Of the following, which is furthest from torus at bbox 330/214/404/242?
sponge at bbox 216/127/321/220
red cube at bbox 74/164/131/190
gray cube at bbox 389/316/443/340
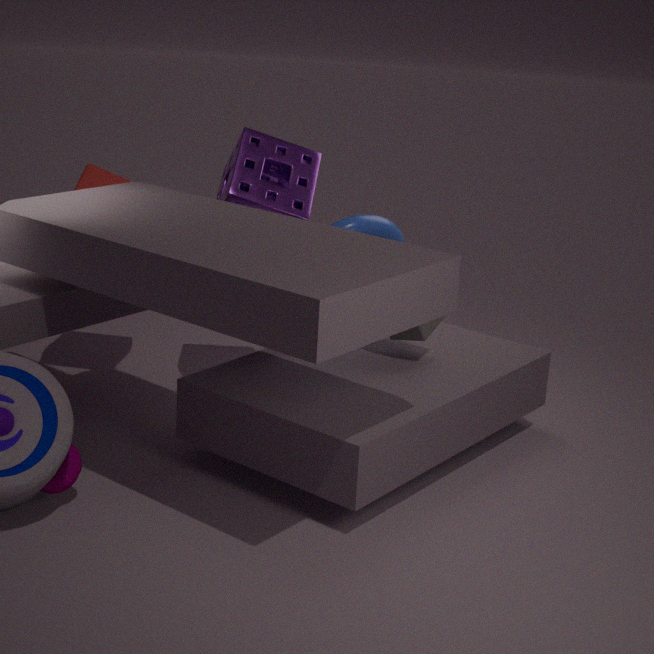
red cube at bbox 74/164/131/190
